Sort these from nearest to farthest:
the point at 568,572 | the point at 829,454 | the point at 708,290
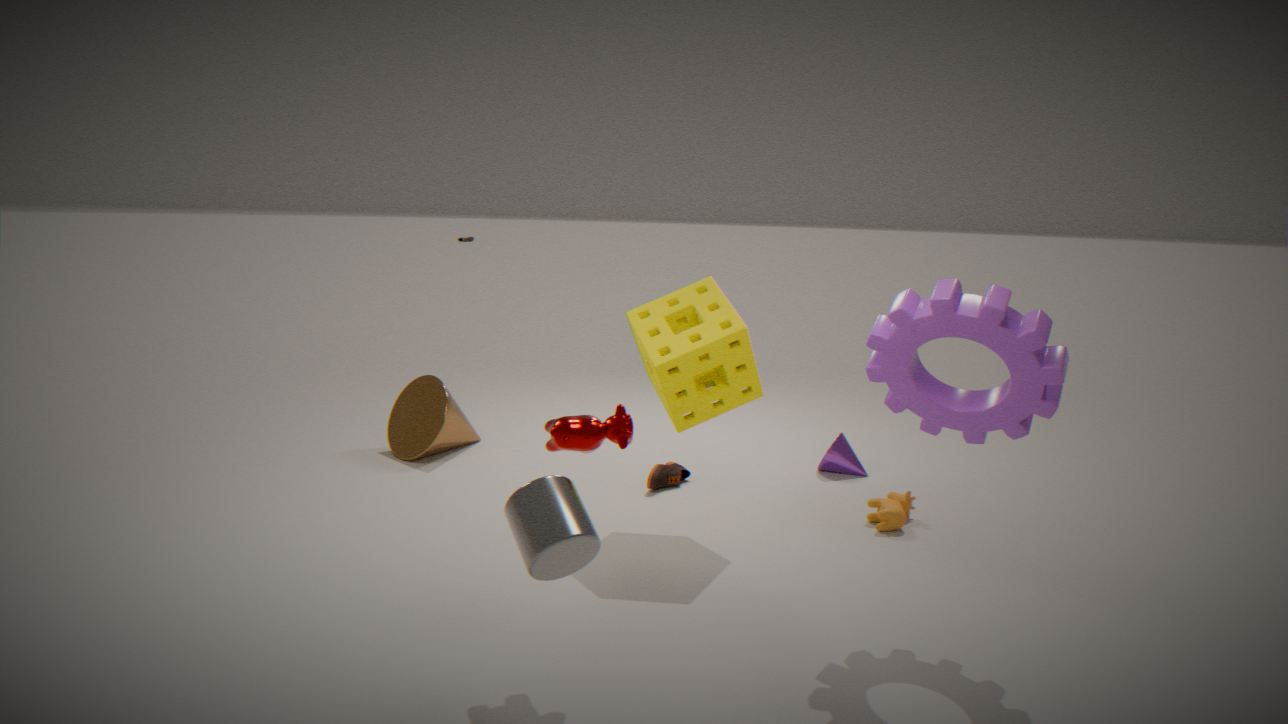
the point at 568,572 < the point at 708,290 < the point at 829,454
